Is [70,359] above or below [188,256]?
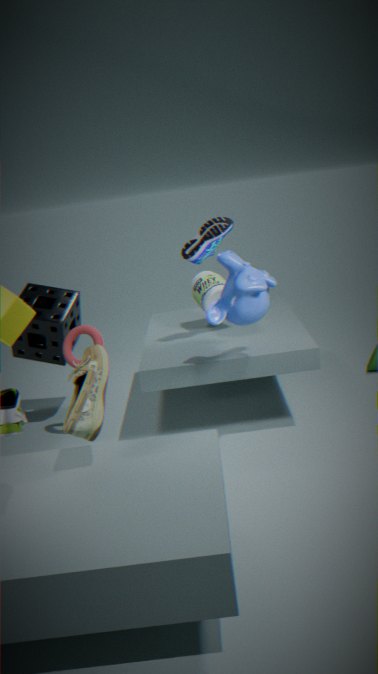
below
